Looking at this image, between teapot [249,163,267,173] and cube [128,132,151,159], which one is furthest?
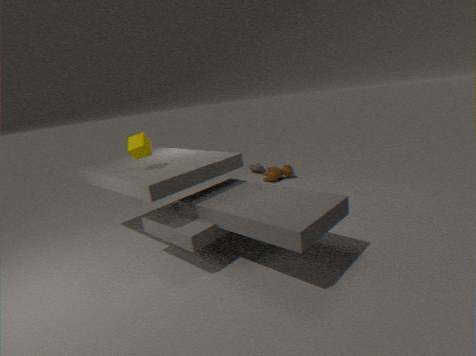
teapot [249,163,267,173]
